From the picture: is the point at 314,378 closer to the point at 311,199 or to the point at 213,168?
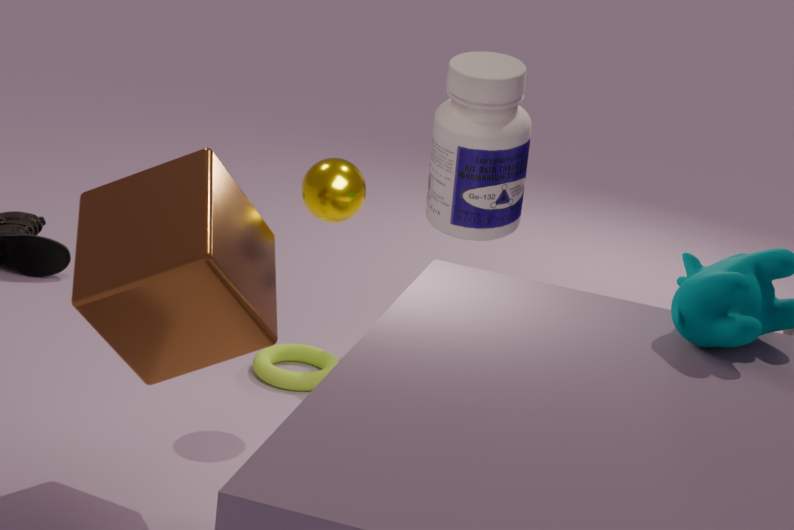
the point at 311,199
